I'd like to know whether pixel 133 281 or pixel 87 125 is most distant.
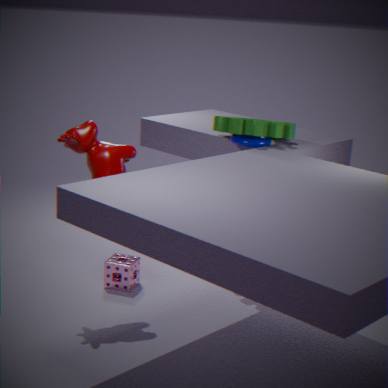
pixel 133 281
